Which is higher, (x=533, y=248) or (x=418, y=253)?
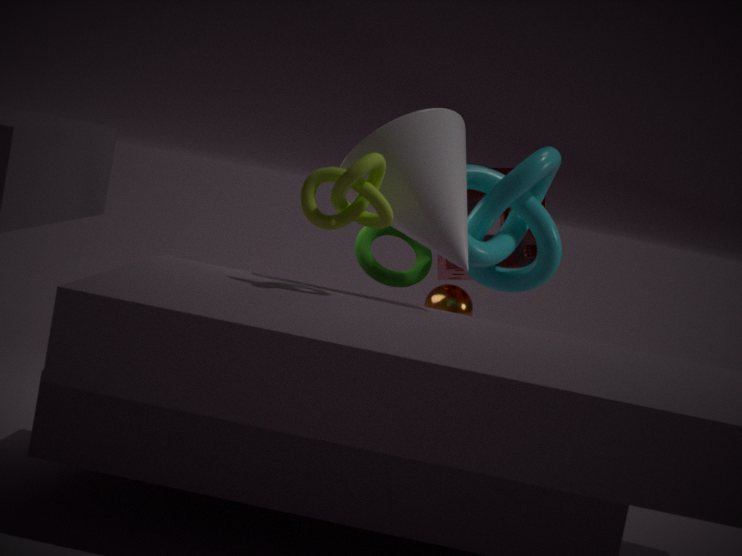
(x=533, y=248)
